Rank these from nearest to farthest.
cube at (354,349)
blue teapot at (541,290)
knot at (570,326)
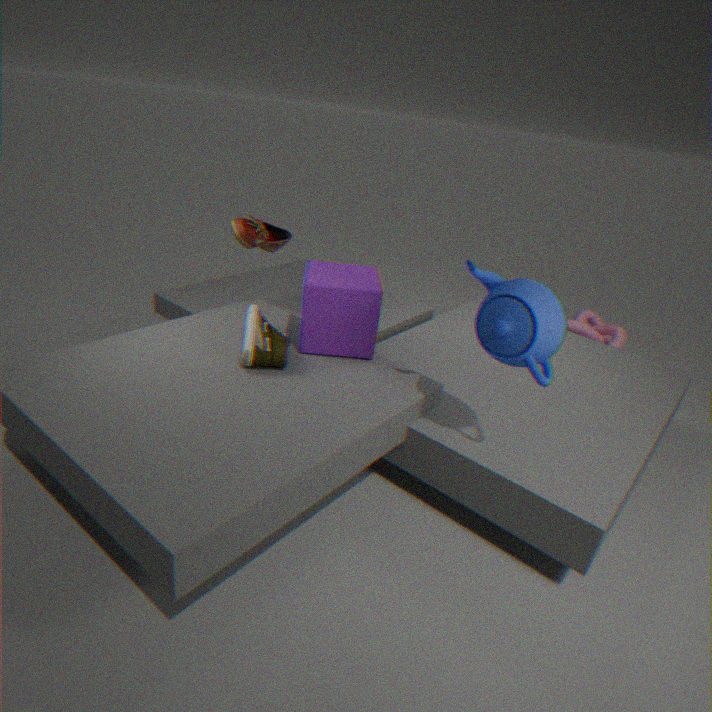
blue teapot at (541,290) → cube at (354,349) → knot at (570,326)
